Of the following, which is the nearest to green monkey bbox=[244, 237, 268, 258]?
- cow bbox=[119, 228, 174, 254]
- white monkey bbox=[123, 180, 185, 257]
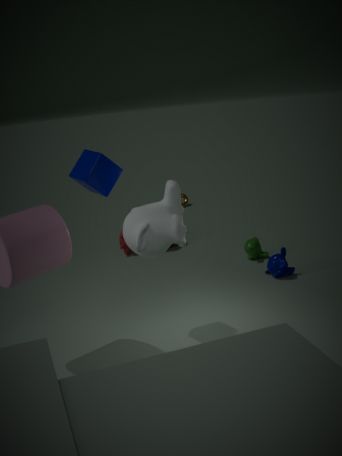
cow bbox=[119, 228, 174, 254]
